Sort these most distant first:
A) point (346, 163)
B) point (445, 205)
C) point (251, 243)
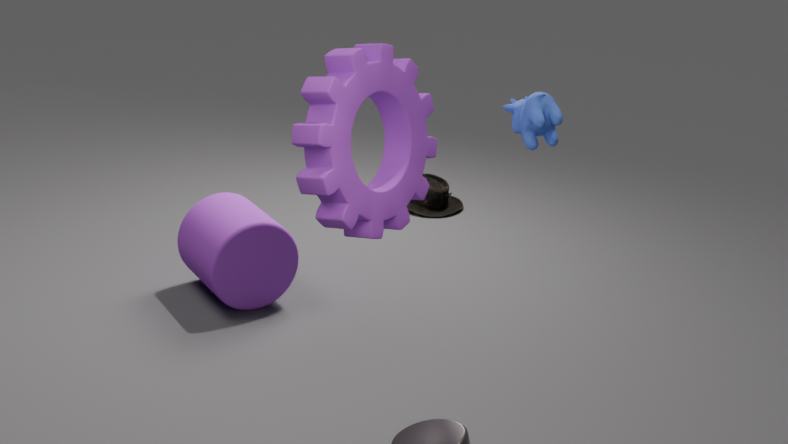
point (445, 205), point (251, 243), point (346, 163)
